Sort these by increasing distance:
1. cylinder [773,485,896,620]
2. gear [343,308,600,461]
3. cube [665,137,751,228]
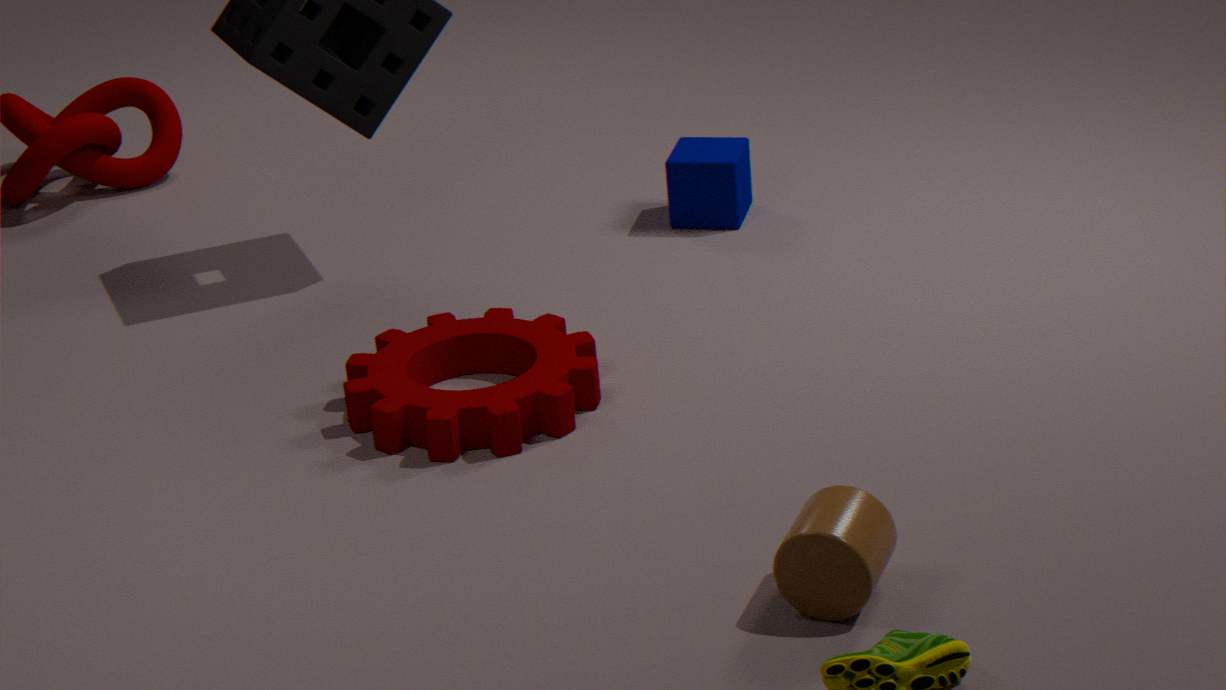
cylinder [773,485,896,620]
gear [343,308,600,461]
cube [665,137,751,228]
